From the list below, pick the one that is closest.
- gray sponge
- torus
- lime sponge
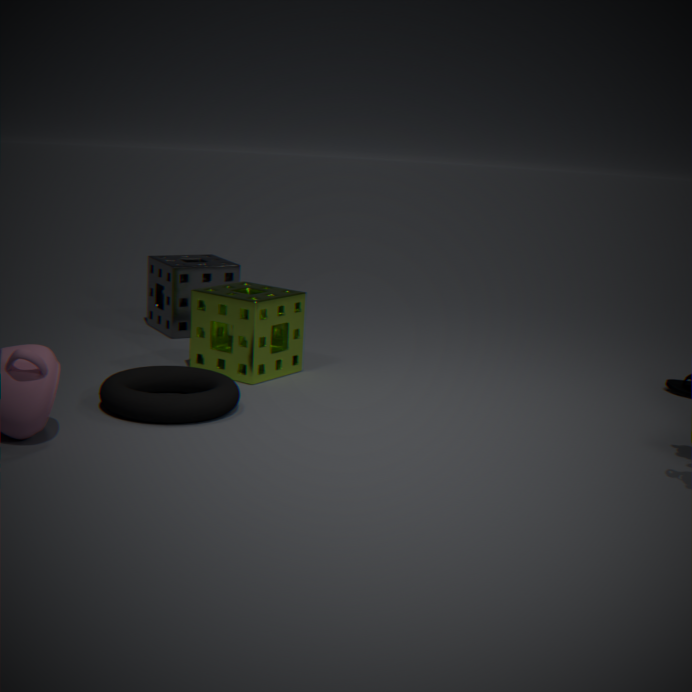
torus
